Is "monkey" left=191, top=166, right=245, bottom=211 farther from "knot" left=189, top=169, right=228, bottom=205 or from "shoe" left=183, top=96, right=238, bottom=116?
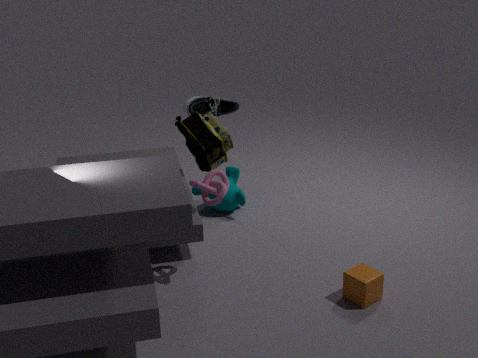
"knot" left=189, top=169, right=228, bottom=205
